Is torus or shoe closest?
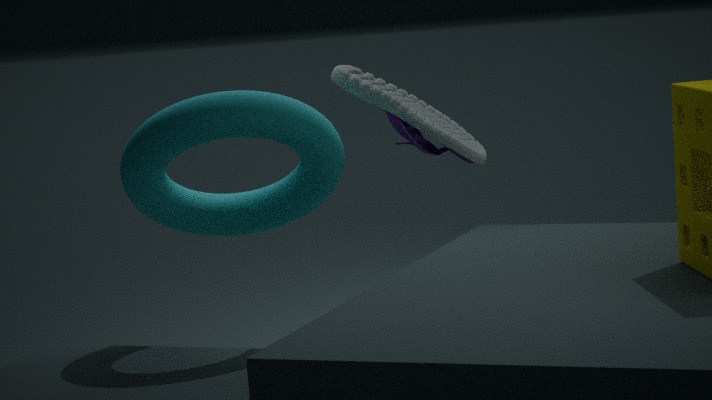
torus
